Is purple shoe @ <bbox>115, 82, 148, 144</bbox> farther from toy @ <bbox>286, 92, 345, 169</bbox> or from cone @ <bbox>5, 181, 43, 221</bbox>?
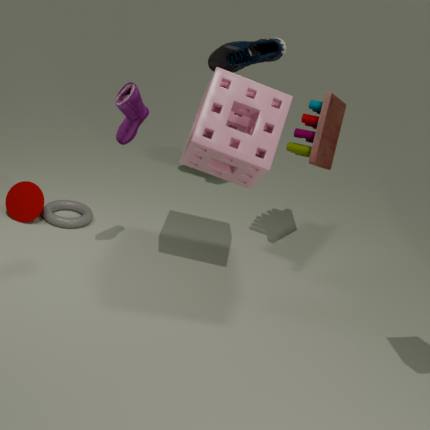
toy @ <bbox>286, 92, 345, 169</bbox>
